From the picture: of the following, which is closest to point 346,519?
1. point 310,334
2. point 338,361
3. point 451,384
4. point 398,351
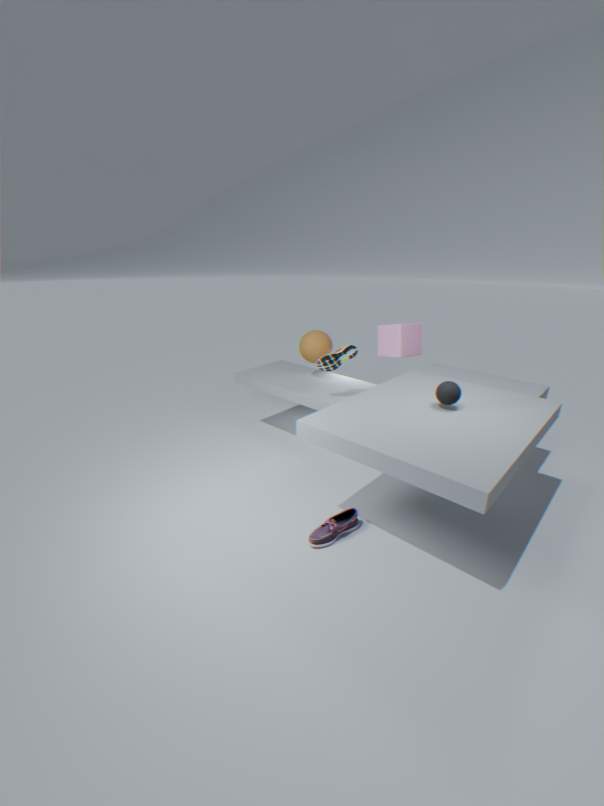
point 451,384
